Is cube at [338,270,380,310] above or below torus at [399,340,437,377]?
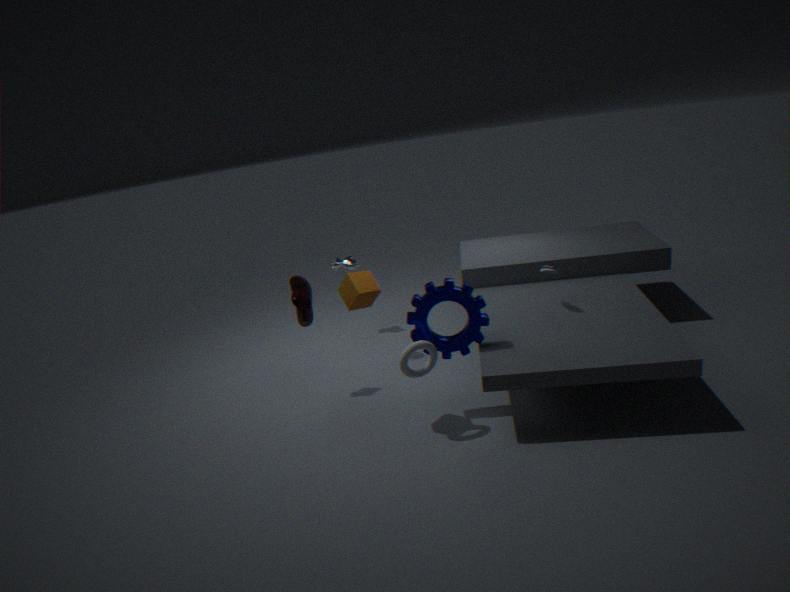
above
